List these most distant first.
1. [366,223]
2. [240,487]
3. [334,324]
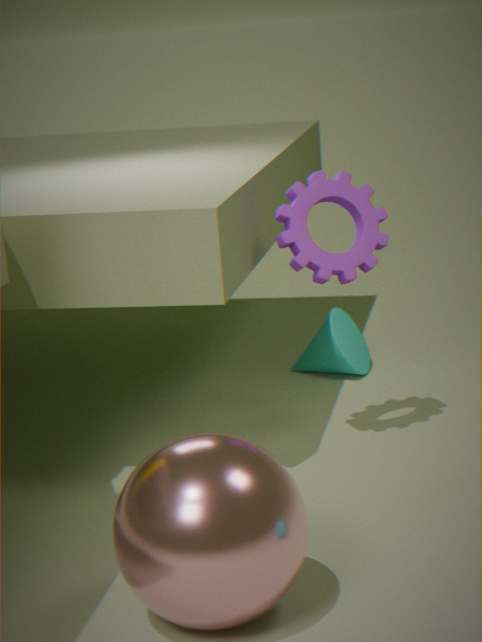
[334,324]
[366,223]
[240,487]
